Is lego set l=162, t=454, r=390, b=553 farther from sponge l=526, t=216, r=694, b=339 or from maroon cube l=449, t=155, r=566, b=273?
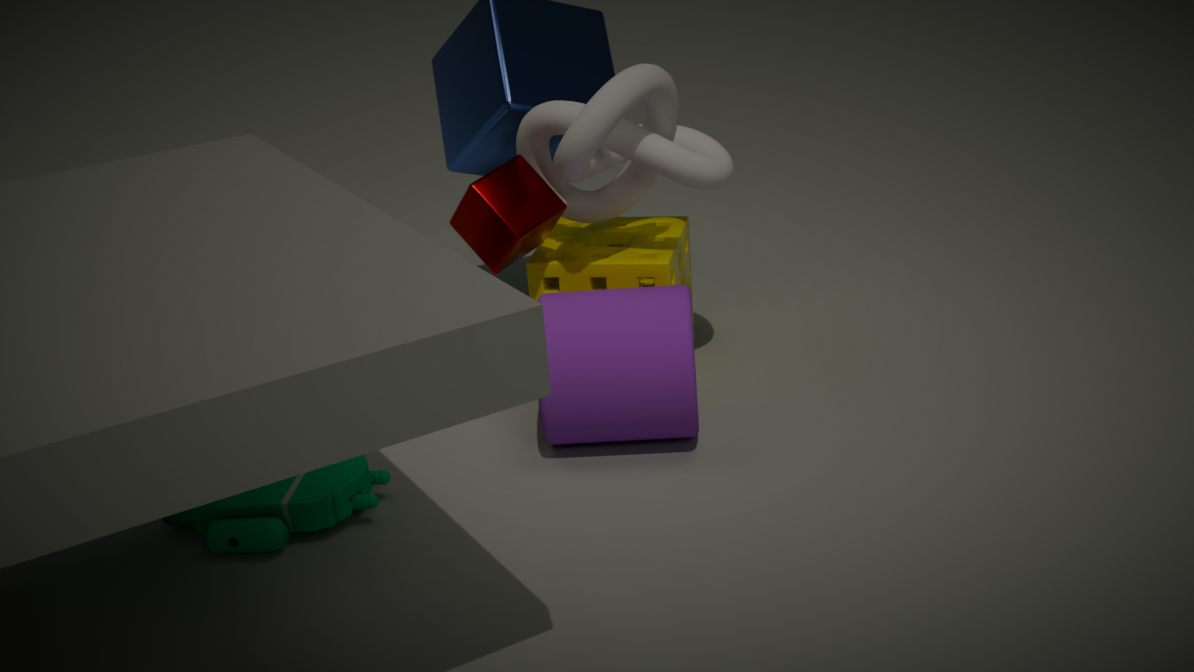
sponge l=526, t=216, r=694, b=339
